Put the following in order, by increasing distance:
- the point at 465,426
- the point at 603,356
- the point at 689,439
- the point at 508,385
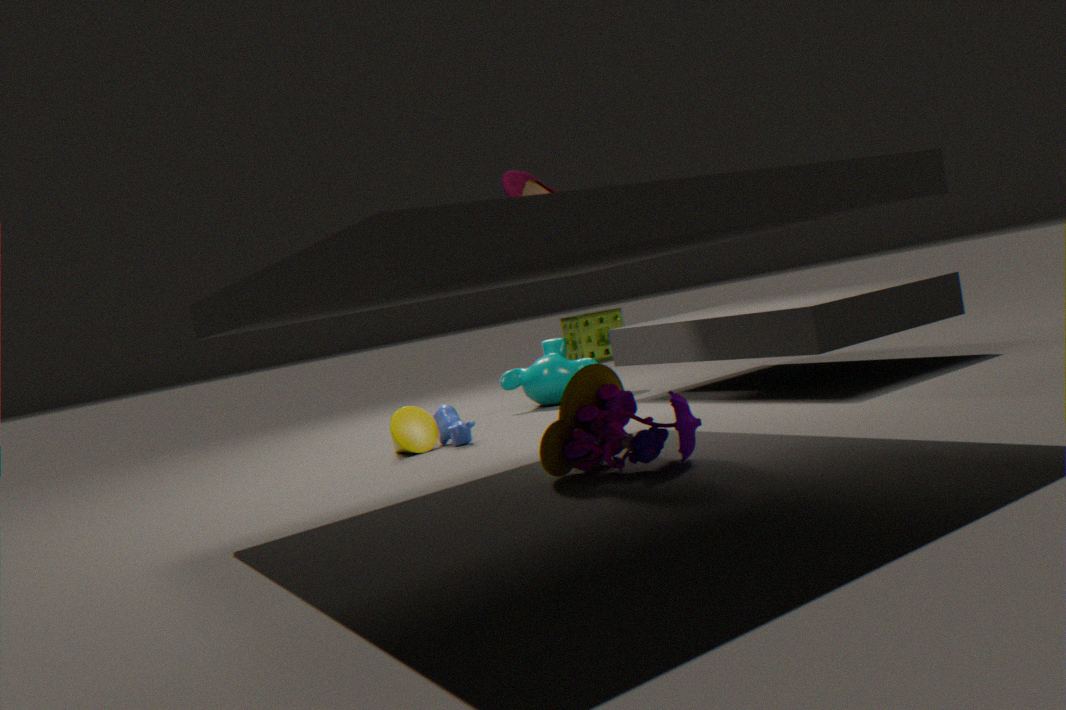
the point at 689,439
the point at 465,426
the point at 508,385
the point at 603,356
